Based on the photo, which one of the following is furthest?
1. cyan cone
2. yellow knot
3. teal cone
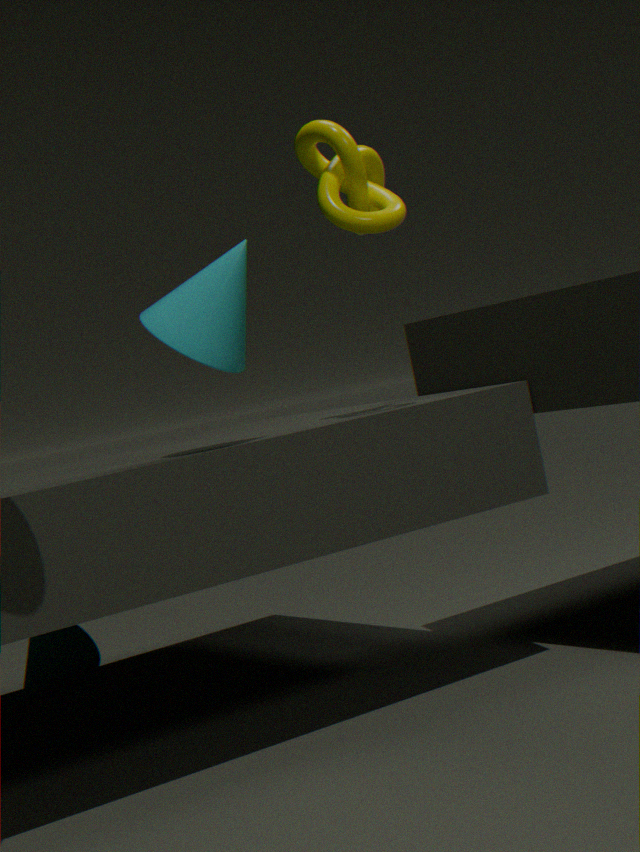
teal cone
